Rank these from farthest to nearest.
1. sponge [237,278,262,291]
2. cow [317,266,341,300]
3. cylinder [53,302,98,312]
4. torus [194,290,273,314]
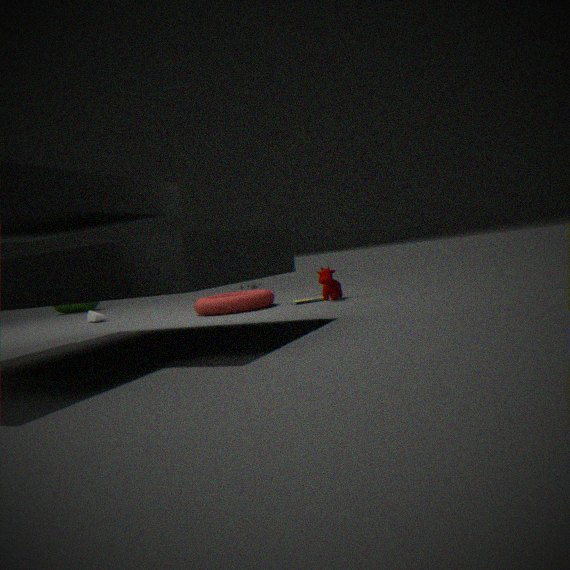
cylinder [53,302,98,312]
sponge [237,278,262,291]
cow [317,266,341,300]
torus [194,290,273,314]
